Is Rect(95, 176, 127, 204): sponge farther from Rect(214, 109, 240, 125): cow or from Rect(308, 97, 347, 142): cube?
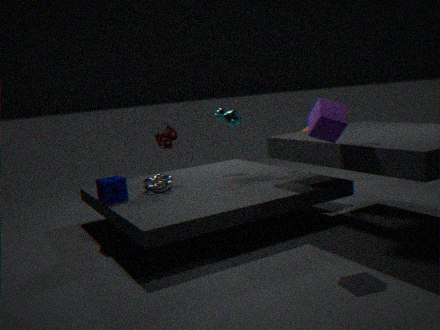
Rect(308, 97, 347, 142): cube
